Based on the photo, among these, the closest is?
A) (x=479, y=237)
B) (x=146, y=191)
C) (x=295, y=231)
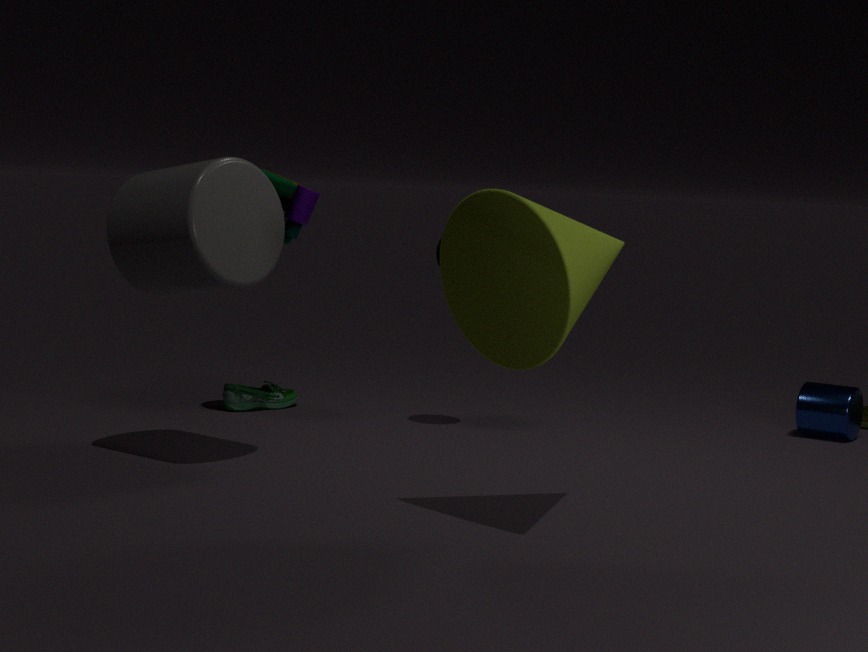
(x=479, y=237)
